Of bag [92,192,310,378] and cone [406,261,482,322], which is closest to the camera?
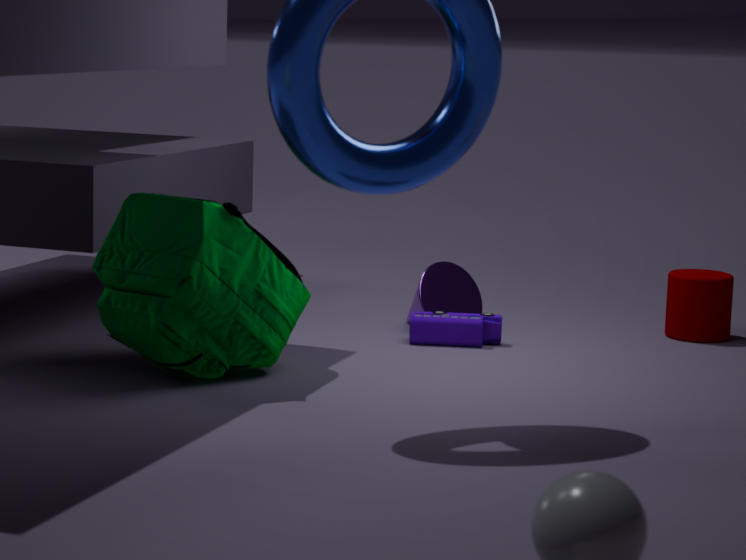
bag [92,192,310,378]
